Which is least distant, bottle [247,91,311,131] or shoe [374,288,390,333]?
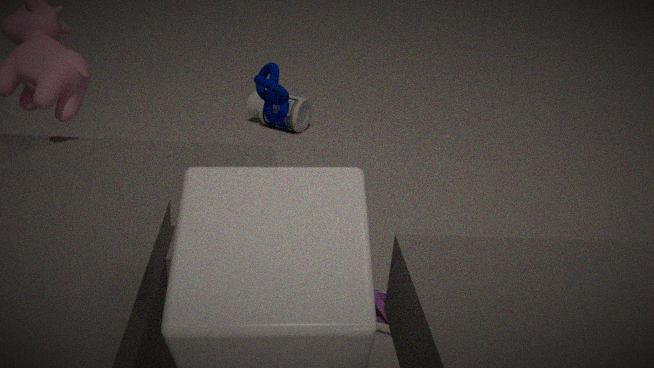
shoe [374,288,390,333]
